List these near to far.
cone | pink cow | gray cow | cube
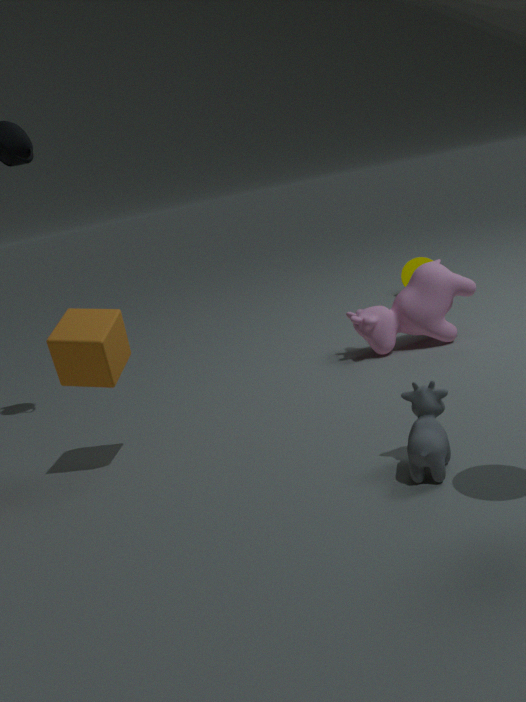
gray cow
cube
pink cow
cone
